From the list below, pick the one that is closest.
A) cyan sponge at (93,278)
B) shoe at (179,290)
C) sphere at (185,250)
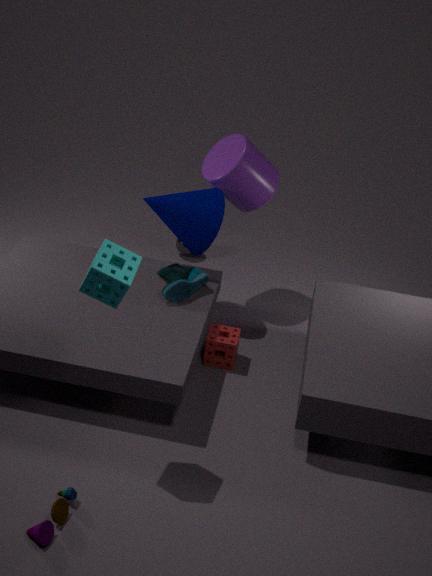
cyan sponge at (93,278)
